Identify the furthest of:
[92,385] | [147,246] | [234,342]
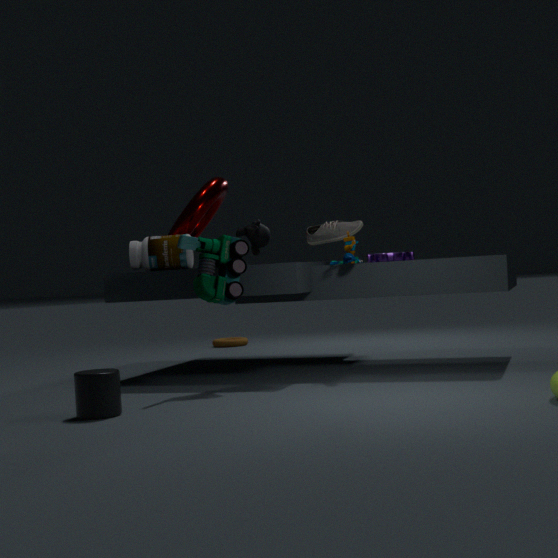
[234,342]
